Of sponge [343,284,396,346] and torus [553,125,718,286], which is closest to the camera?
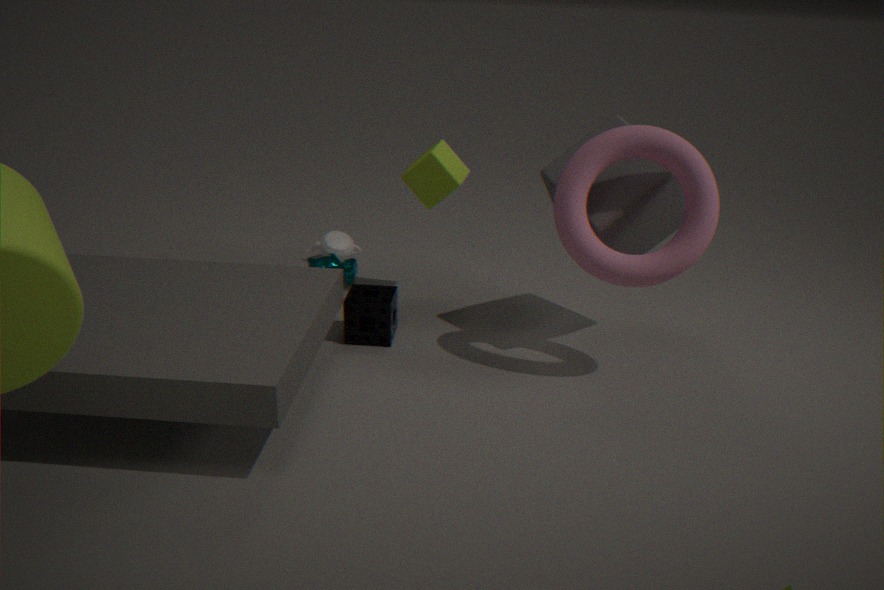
torus [553,125,718,286]
